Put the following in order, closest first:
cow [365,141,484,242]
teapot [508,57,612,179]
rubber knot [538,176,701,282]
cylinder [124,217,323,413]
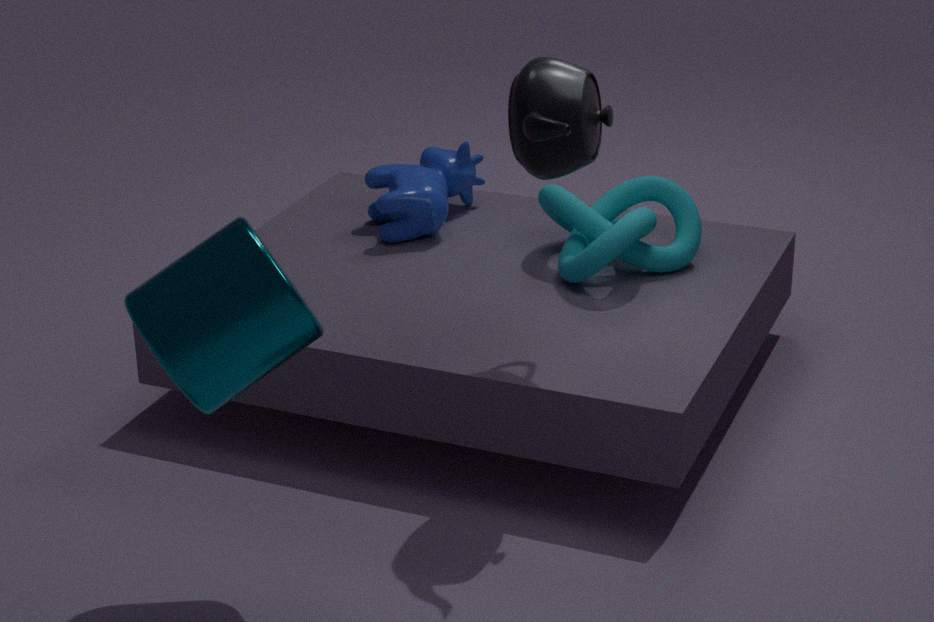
cylinder [124,217,323,413] < teapot [508,57,612,179] < rubber knot [538,176,701,282] < cow [365,141,484,242]
